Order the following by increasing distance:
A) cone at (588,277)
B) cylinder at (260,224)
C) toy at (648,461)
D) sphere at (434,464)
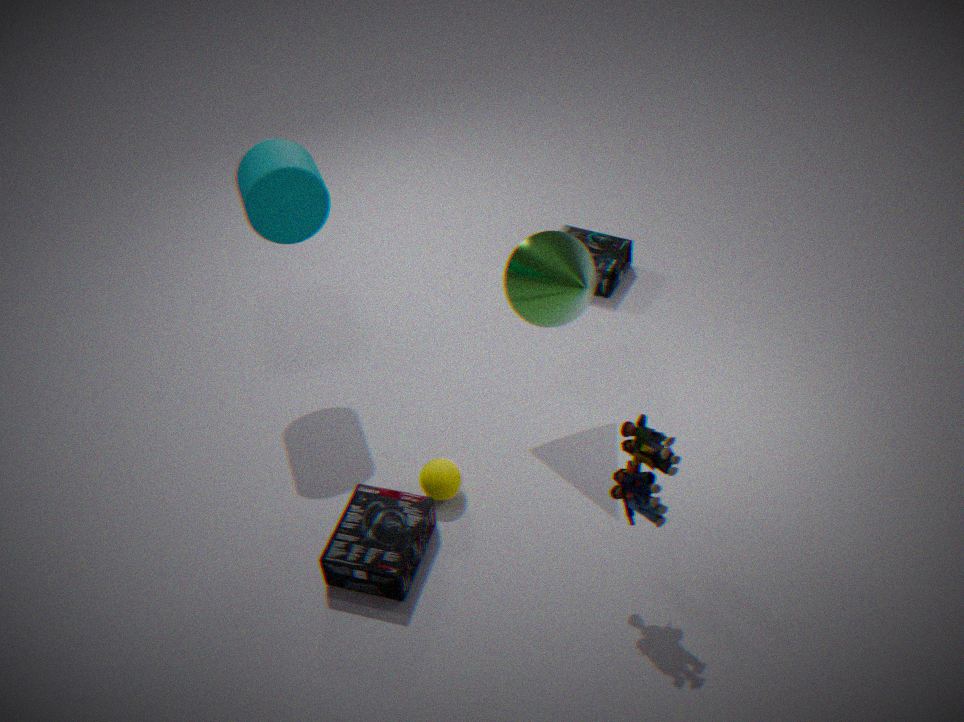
toy at (648,461) → cone at (588,277) → cylinder at (260,224) → sphere at (434,464)
